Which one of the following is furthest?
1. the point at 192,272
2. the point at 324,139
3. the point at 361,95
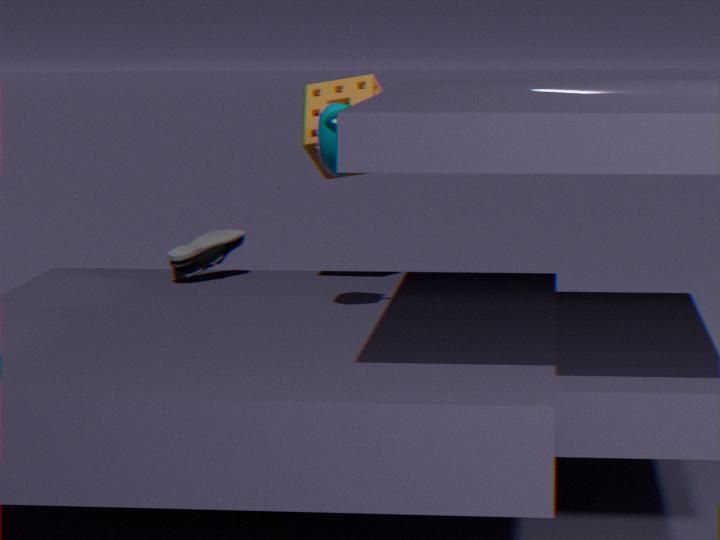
the point at 192,272
